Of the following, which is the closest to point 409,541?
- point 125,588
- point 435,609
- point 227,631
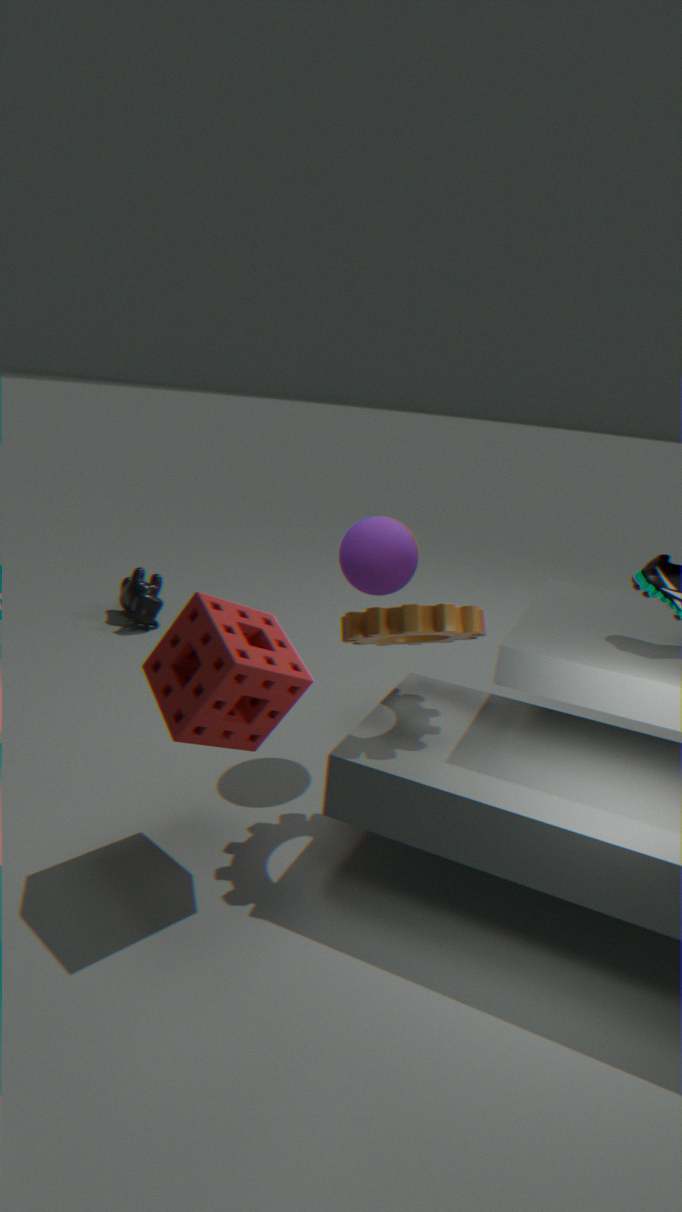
point 435,609
